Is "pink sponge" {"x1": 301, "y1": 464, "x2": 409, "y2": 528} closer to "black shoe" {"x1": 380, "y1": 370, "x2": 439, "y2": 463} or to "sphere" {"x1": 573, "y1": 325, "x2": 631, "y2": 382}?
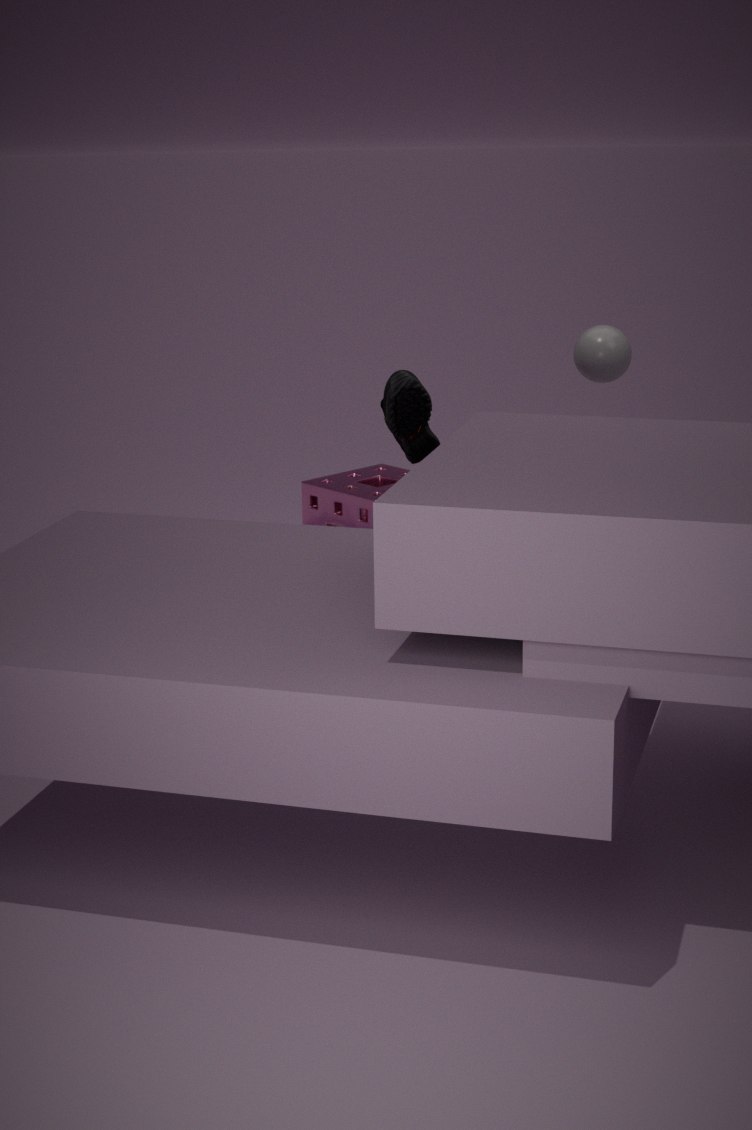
"black shoe" {"x1": 380, "y1": 370, "x2": 439, "y2": 463}
